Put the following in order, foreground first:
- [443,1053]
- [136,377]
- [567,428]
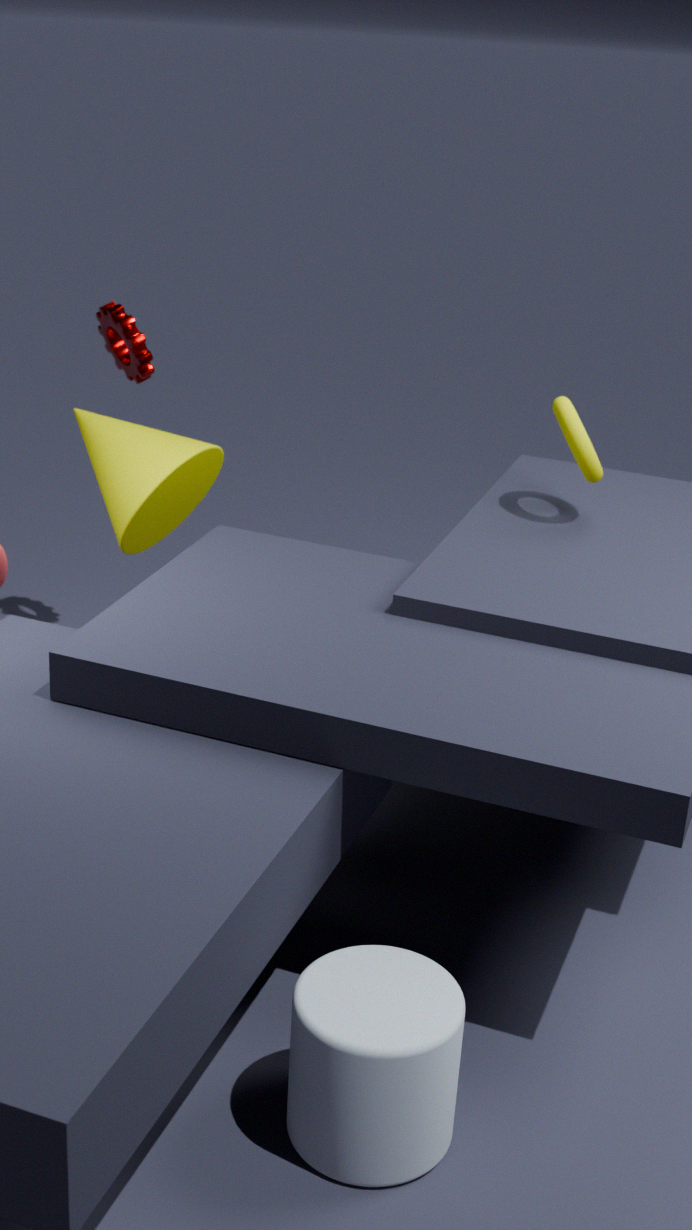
[443,1053]
[567,428]
[136,377]
